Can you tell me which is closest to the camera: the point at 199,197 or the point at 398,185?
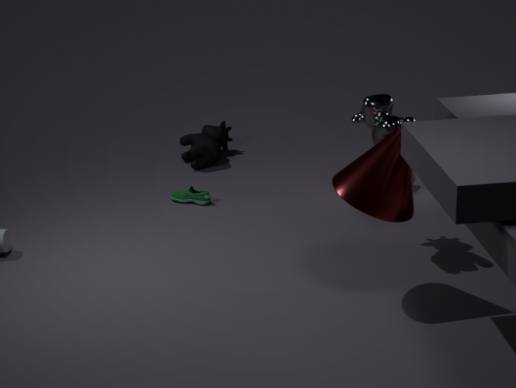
the point at 398,185
